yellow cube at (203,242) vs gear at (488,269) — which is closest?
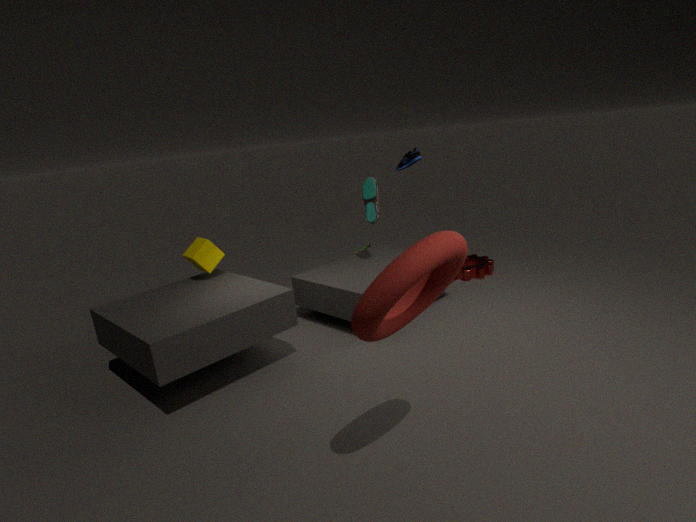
yellow cube at (203,242)
